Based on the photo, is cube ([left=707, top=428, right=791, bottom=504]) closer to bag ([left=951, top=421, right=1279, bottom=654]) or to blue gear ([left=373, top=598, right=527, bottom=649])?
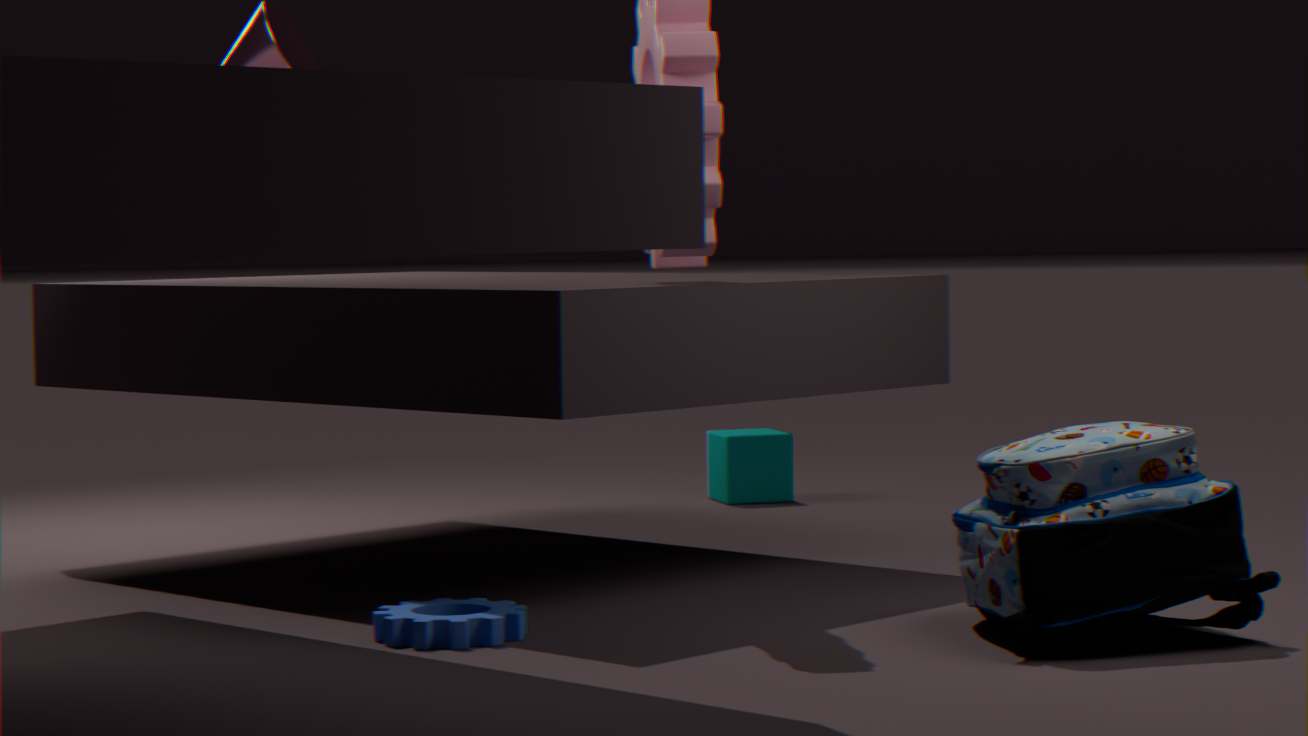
bag ([left=951, top=421, right=1279, bottom=654])
